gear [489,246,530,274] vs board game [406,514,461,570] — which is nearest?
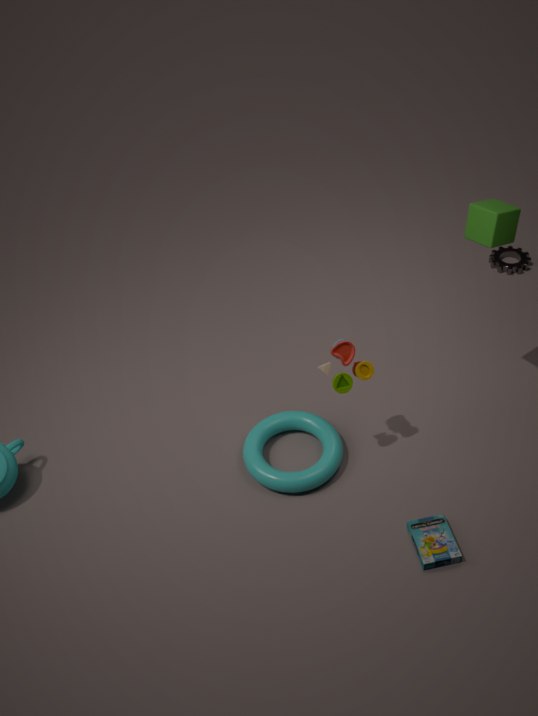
board game [406,514,461,570]
